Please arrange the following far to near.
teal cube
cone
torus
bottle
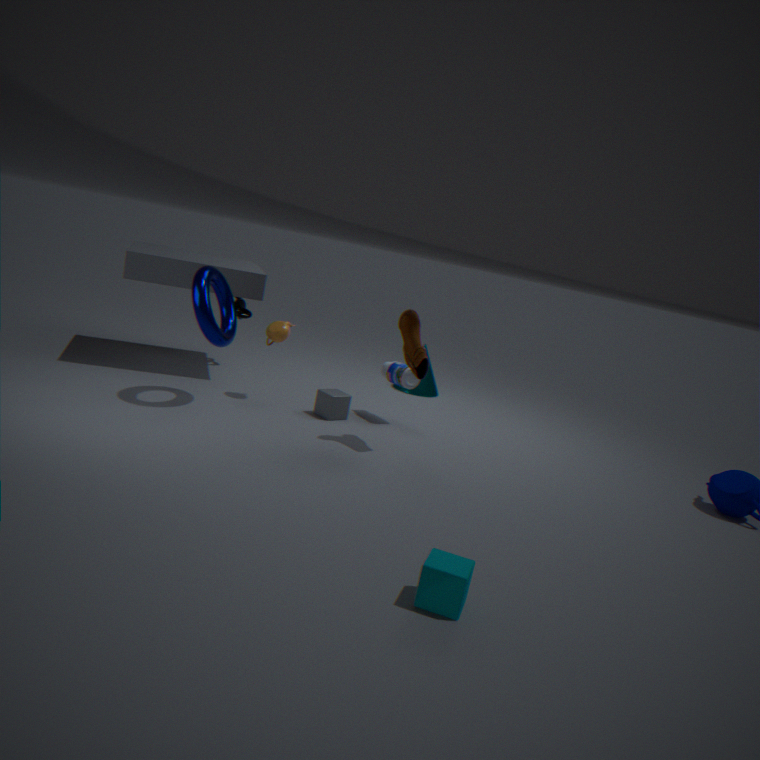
cone, bottle, torus, teal cube
